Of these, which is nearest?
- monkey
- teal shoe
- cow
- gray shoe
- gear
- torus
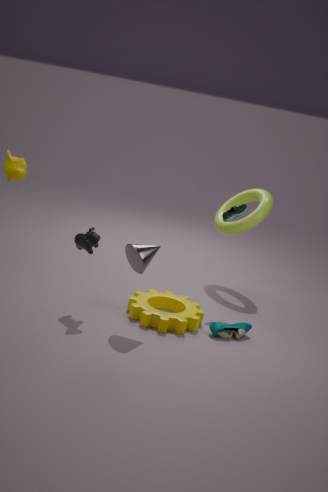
cow
